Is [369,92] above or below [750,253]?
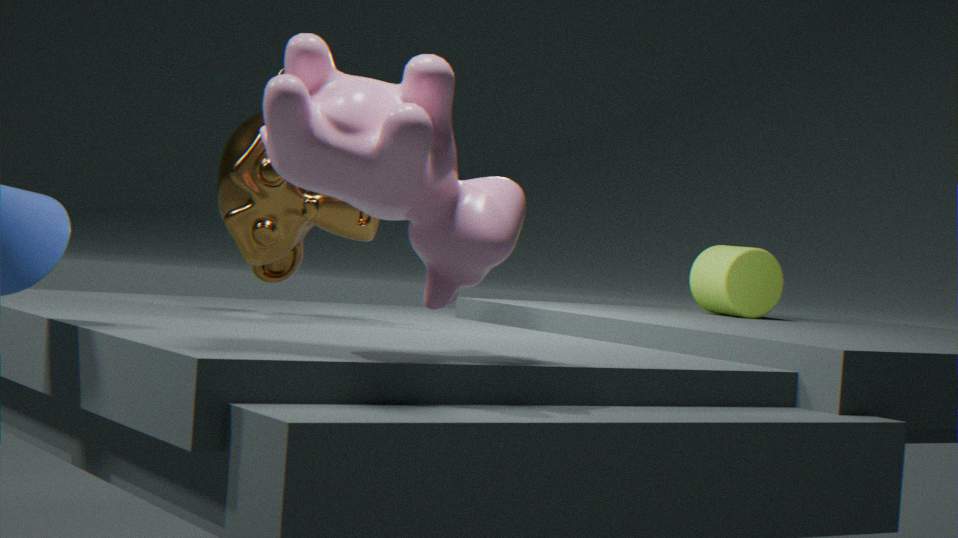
above
